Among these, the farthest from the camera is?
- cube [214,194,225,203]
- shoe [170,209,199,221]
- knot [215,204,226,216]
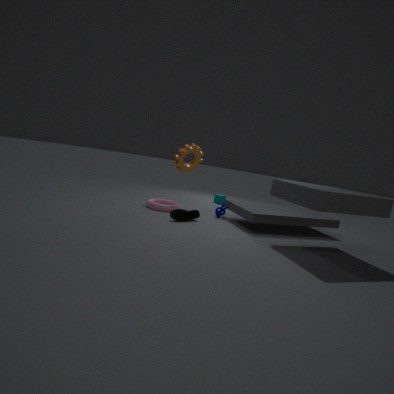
cube [214,194,225,203]
